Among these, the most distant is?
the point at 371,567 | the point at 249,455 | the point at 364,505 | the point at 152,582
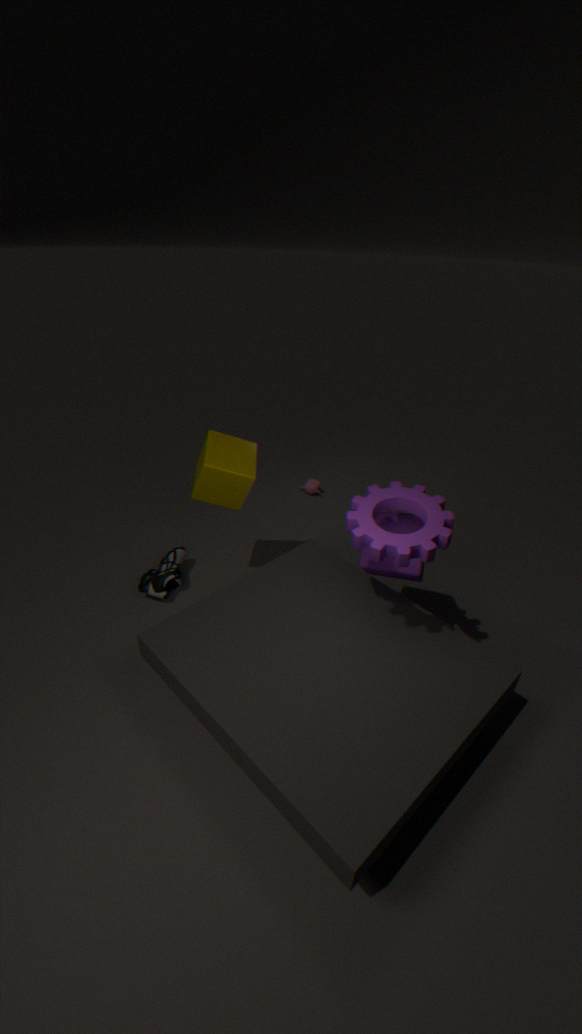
the point at 152,582
